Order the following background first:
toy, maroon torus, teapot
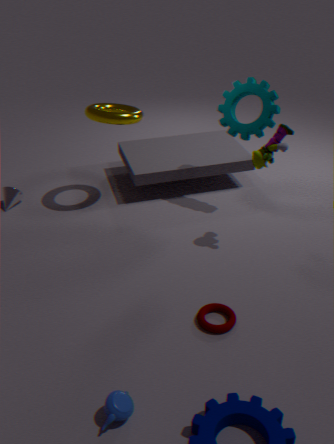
1. toy
2. maroon torus
3. teapot
